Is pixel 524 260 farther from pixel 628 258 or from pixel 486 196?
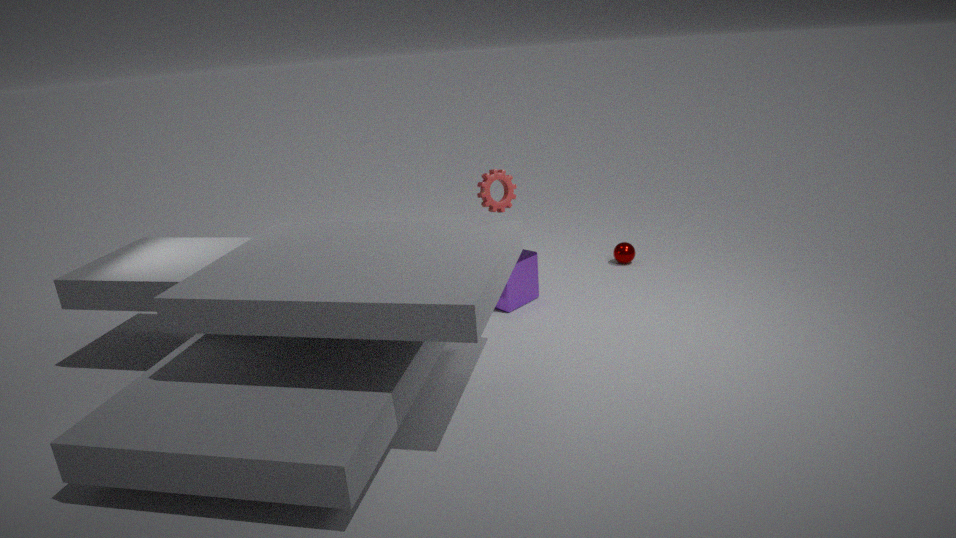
pixel 628 258
